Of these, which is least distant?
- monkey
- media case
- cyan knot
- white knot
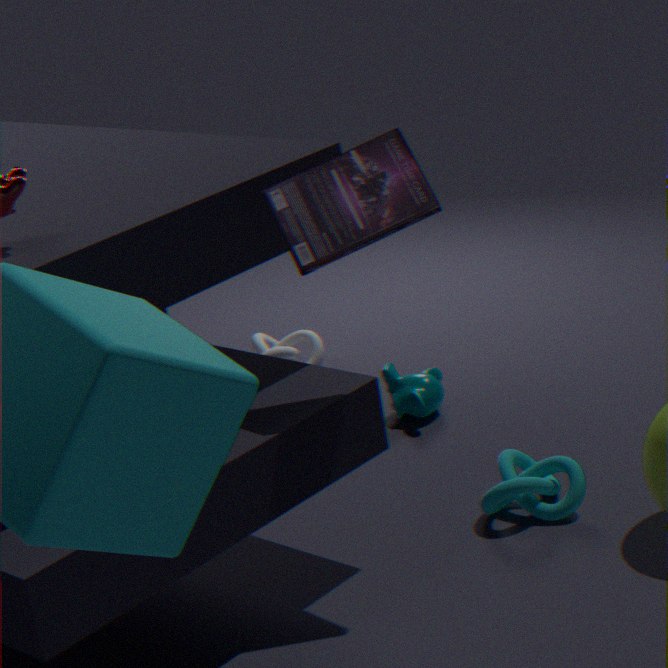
media case
